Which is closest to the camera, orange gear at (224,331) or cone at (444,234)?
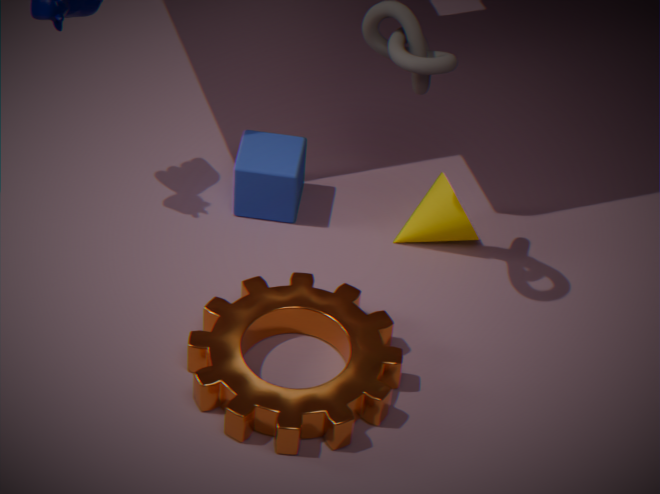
orange gear at (224,331)
